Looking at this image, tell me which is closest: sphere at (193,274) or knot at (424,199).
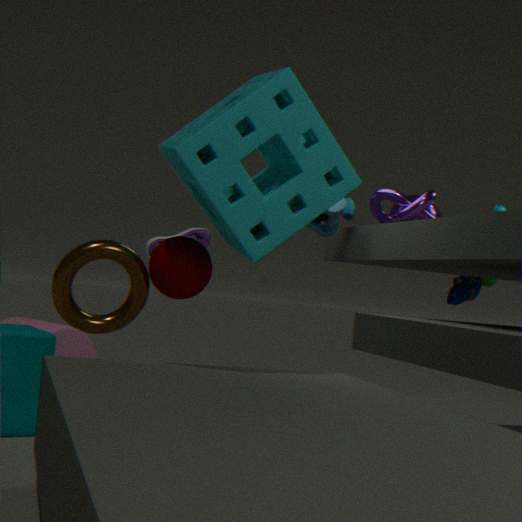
sphere at (193,274)
